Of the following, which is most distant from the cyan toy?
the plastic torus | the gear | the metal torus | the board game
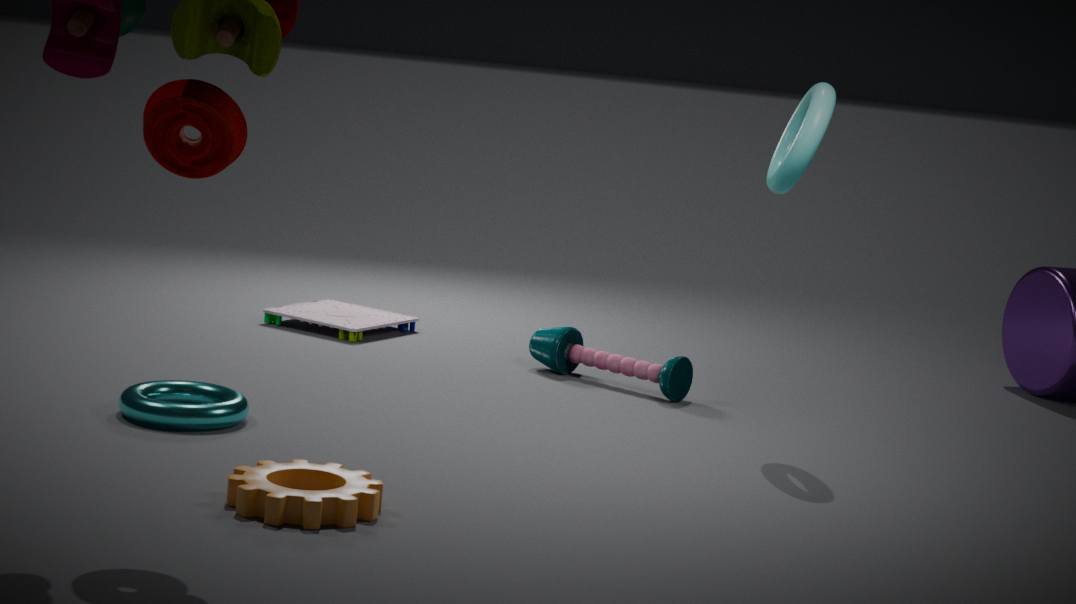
the gear
